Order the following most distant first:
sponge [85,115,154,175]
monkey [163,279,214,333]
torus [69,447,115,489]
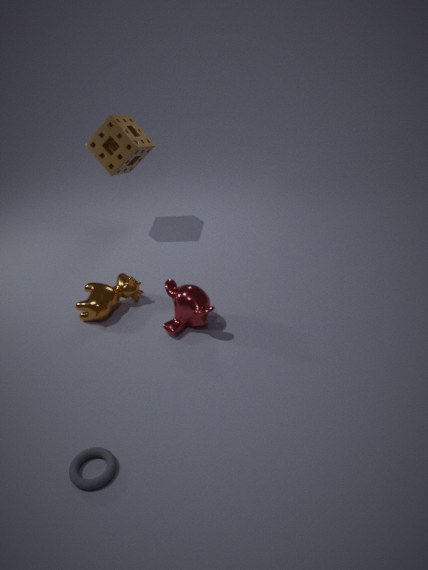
sponge [85,115,154,175], monkey [163,279,214,333], torus [69,447,115,489]
